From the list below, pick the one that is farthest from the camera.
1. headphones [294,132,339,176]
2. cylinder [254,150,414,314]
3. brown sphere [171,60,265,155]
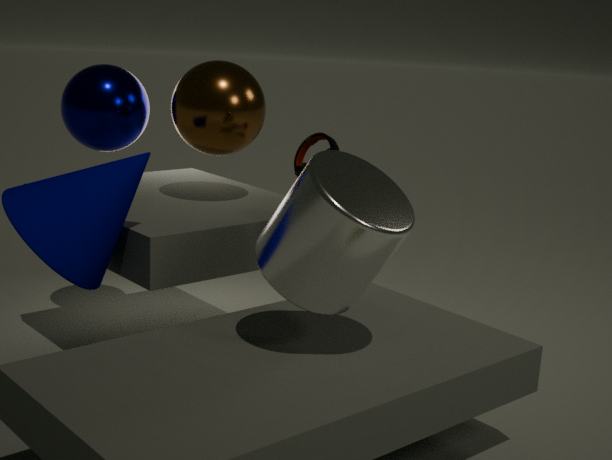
headphones [294,132,339,176]
